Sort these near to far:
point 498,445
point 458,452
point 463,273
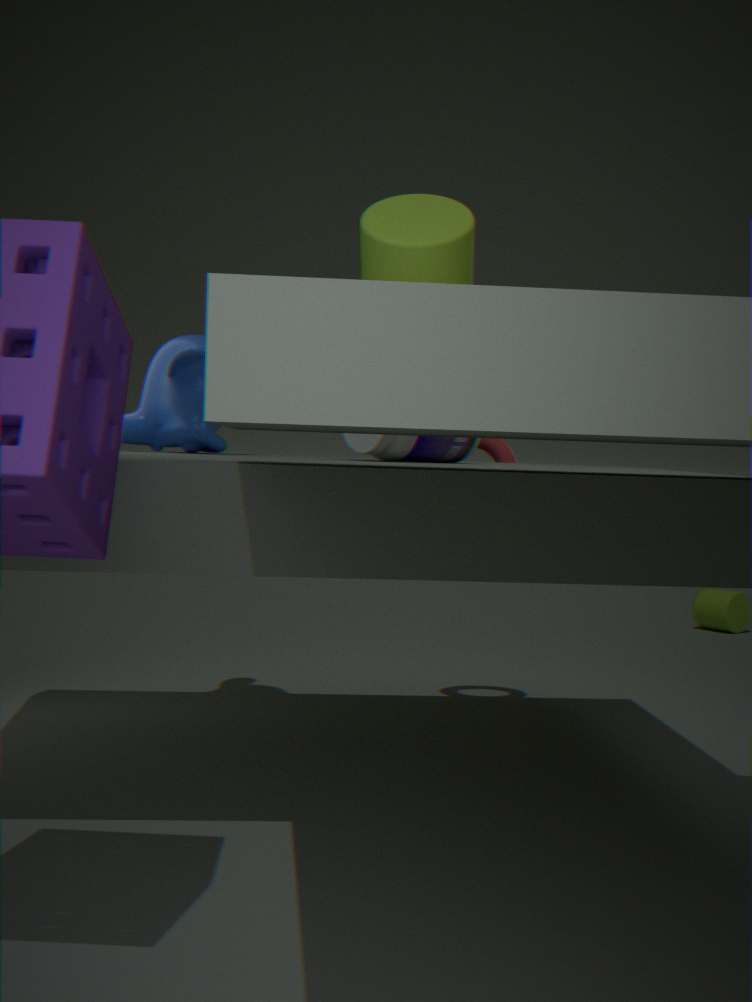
point 463,273 → point 458,452 → point 498,445
